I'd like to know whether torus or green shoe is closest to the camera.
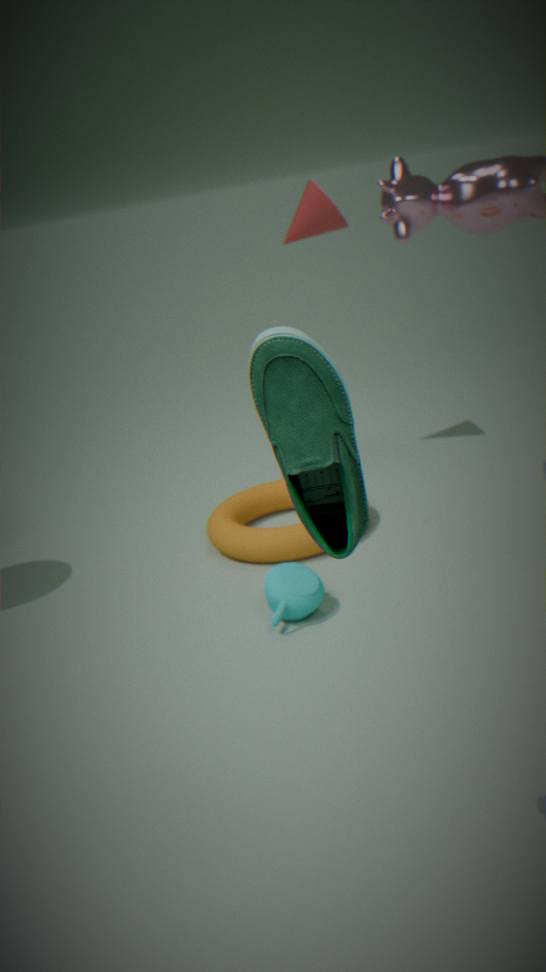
green shoe
